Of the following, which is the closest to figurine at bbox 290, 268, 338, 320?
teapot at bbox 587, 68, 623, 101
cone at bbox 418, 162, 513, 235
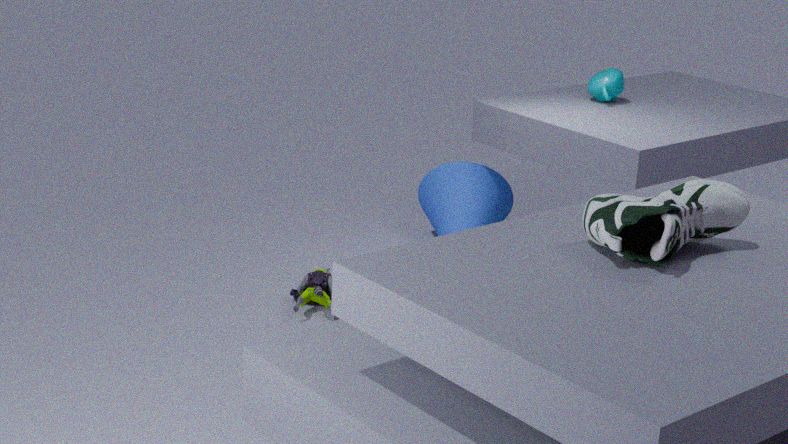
cone at bbox 418, 162, 513, 235
